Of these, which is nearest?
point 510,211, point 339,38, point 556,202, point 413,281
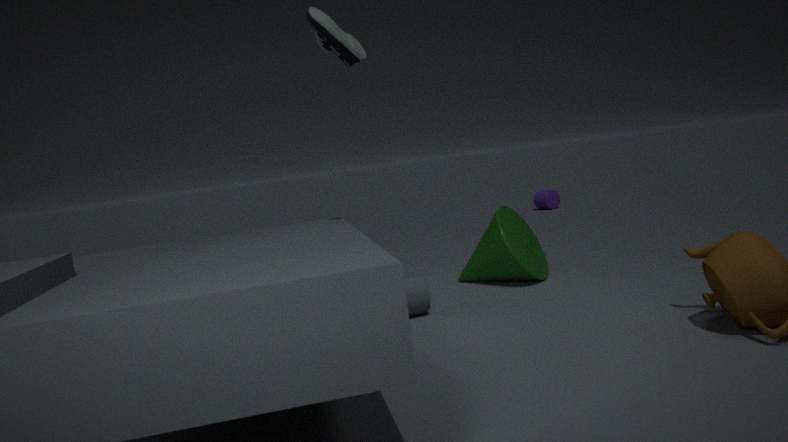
point 339,38
